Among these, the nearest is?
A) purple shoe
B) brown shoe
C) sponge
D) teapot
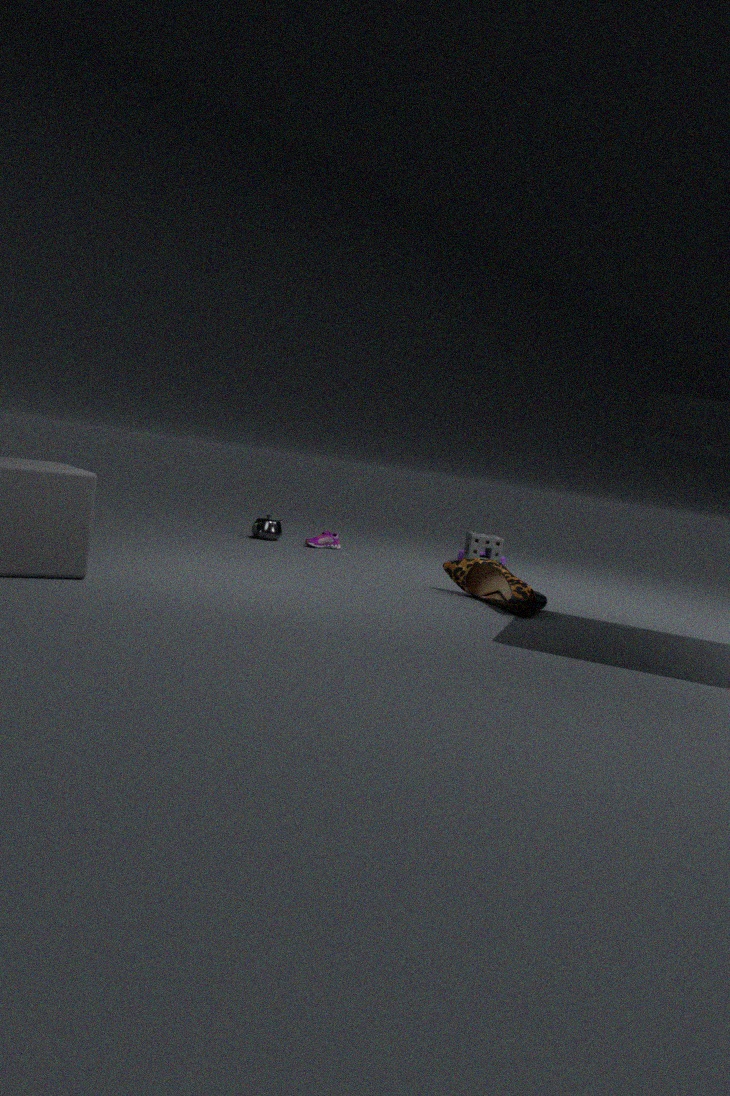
brown shoe
